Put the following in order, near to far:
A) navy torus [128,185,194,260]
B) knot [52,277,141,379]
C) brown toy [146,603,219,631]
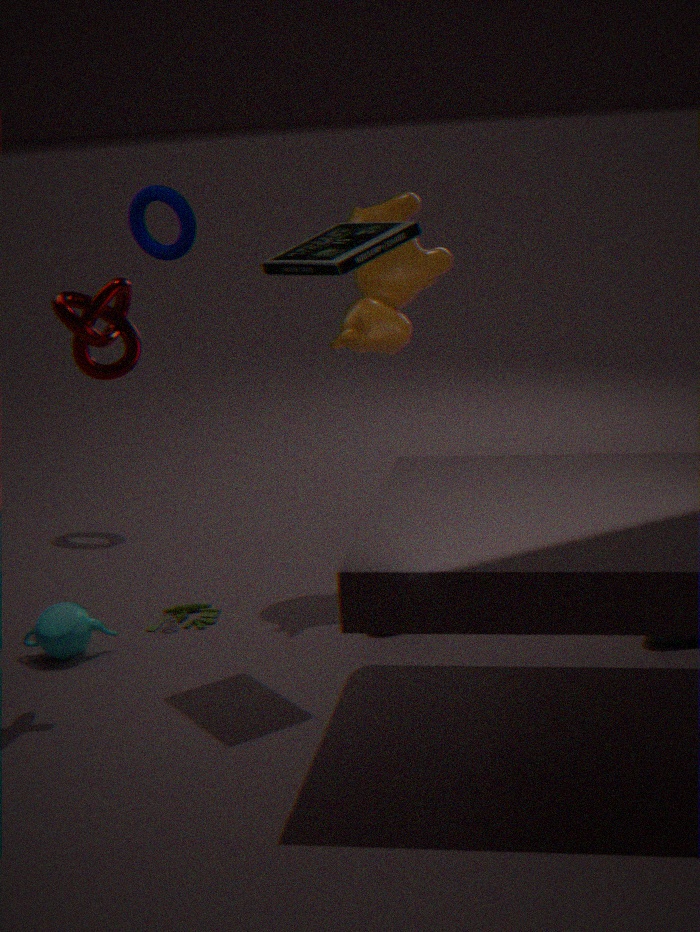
knot [52,277,141,379], brown toy [146,603,219,631], navy torus [128,185,194,260]
